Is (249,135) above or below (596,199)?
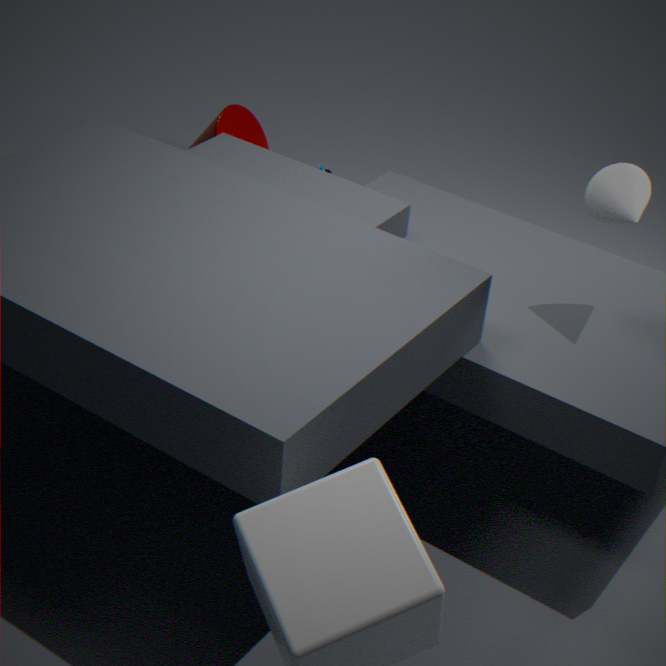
below
